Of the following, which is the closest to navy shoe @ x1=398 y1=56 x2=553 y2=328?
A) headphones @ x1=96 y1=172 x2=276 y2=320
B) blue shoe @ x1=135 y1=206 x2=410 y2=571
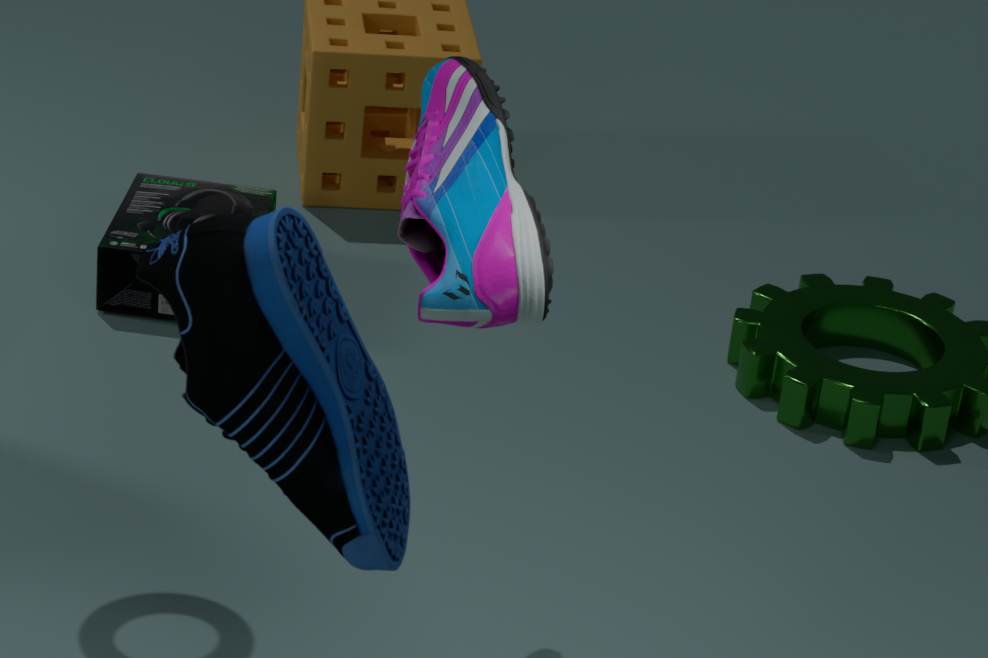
blue shoe @ x1=135 y1=206 x2=410 y2=571
